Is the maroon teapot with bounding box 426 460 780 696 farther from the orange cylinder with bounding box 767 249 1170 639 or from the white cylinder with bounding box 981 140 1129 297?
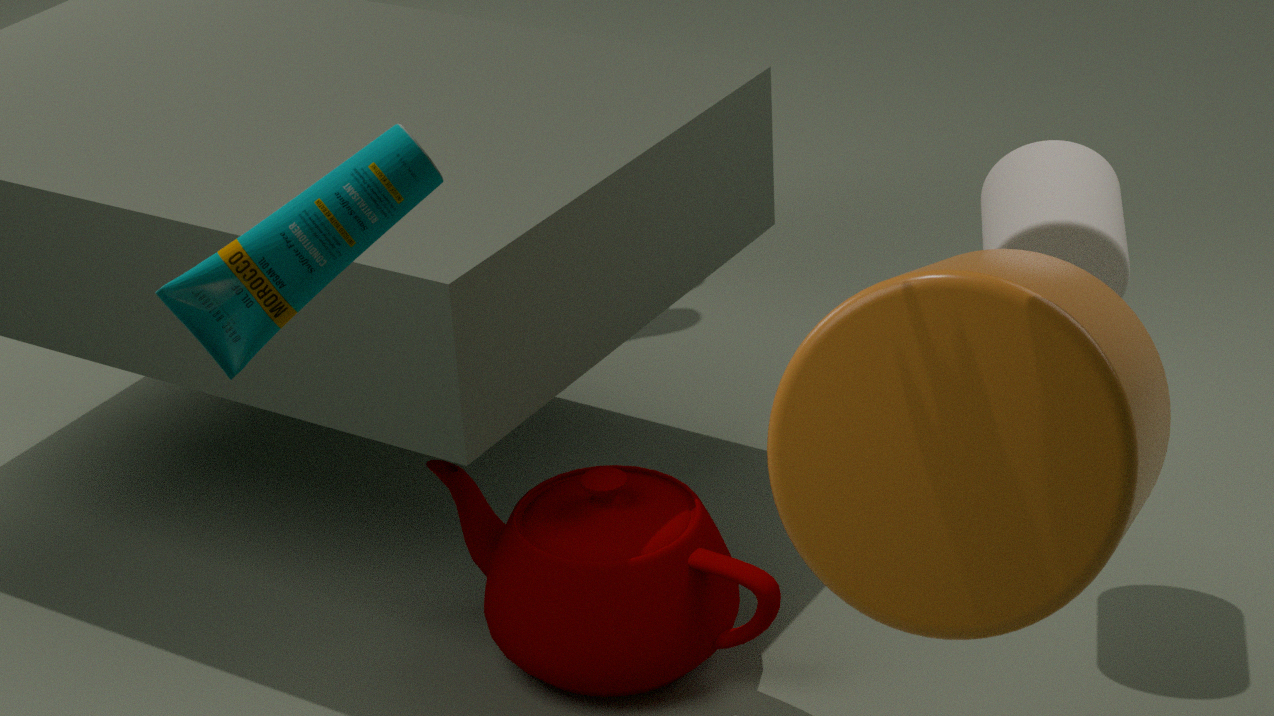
the white cylinder with bounding box 981 140 1129 297
